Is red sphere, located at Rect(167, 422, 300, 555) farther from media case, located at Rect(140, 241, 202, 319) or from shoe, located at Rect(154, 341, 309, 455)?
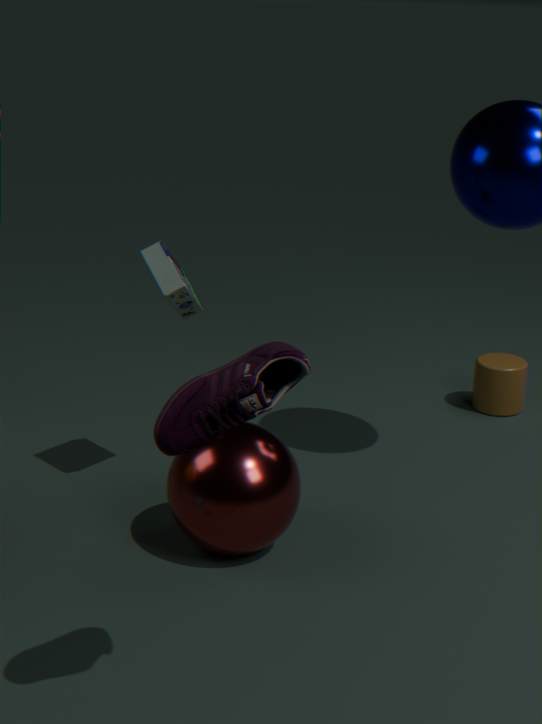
shoe, located at Rect(154, 341, 309, 455)
